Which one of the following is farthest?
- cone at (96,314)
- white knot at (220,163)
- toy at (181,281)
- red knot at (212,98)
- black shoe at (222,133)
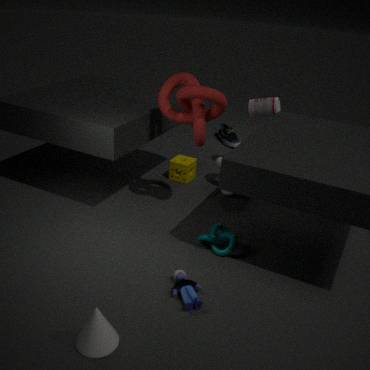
black shoe at (222,133)
